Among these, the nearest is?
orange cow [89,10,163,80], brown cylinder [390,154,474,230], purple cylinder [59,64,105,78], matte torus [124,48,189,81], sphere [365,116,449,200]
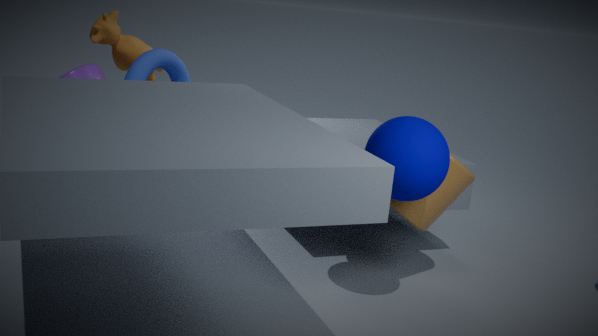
sphere [365,116,449,200]
